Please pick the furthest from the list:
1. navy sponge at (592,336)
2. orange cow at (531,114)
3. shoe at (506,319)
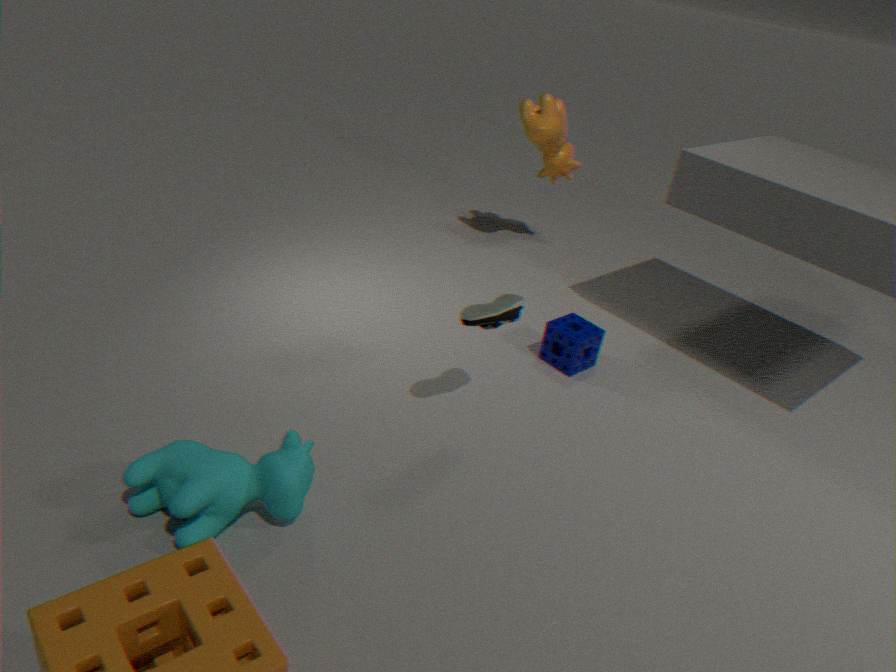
orange cow at (531,114)
